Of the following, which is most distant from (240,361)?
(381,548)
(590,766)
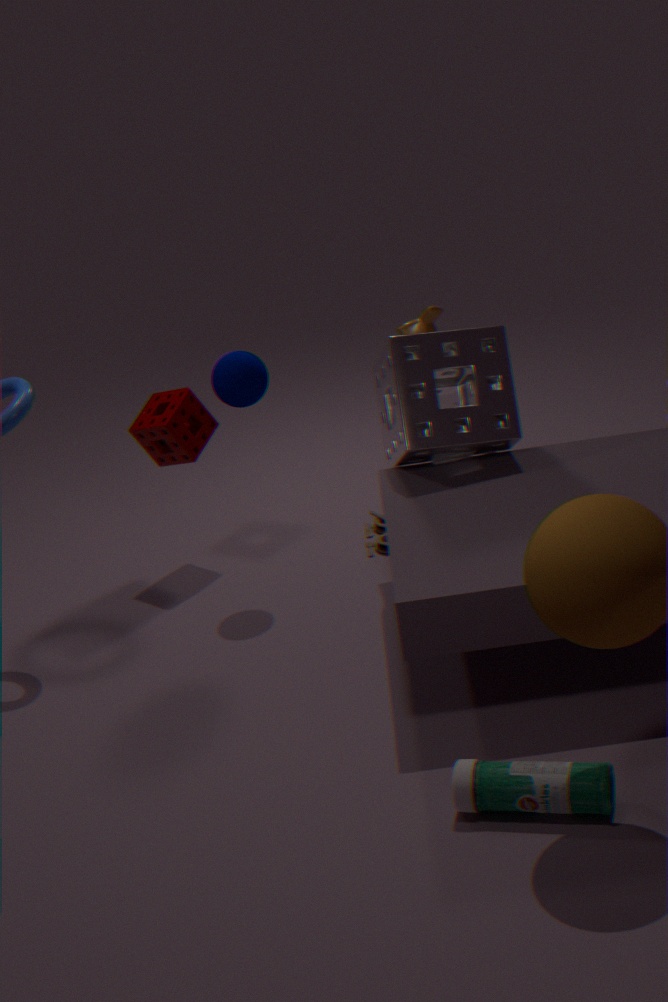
(590,766)
